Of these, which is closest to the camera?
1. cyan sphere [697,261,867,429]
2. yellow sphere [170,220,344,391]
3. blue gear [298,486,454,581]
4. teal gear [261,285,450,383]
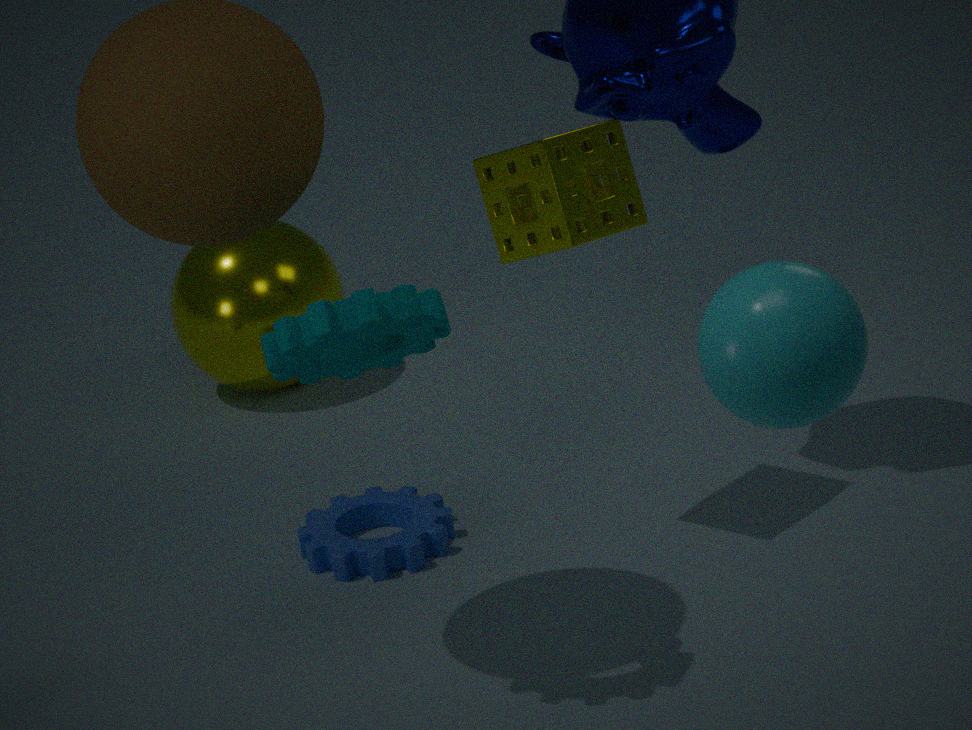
cyan sphere [697,261,867,429]
